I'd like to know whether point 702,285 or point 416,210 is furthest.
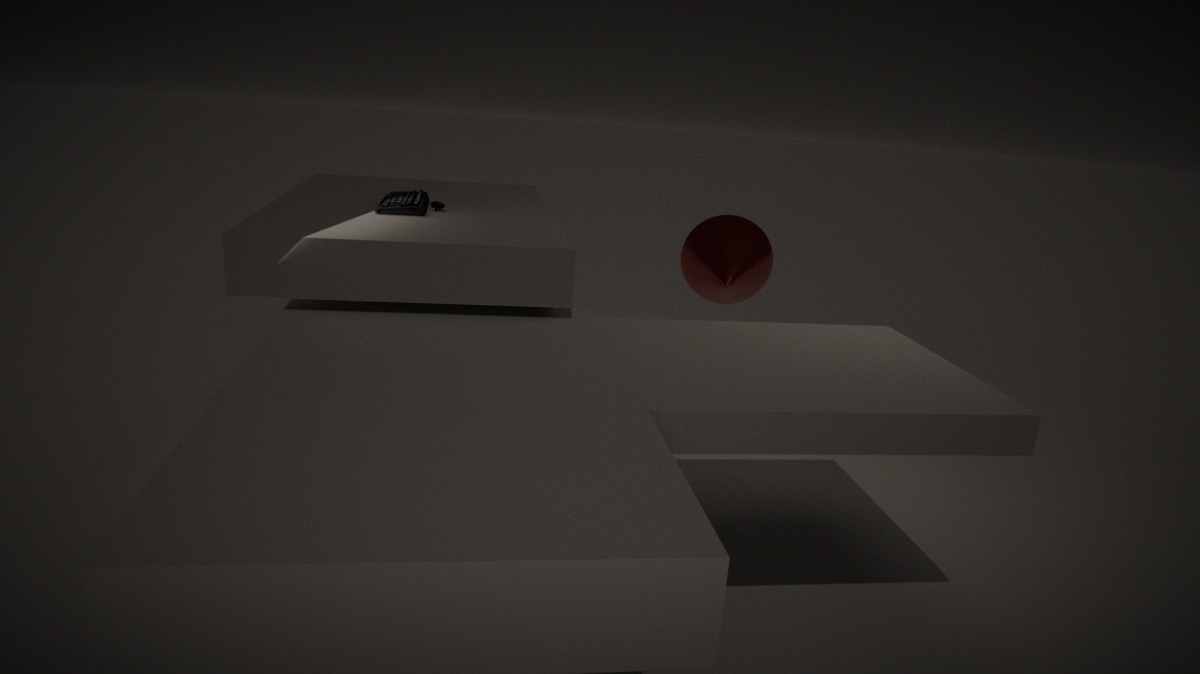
point 702,285
